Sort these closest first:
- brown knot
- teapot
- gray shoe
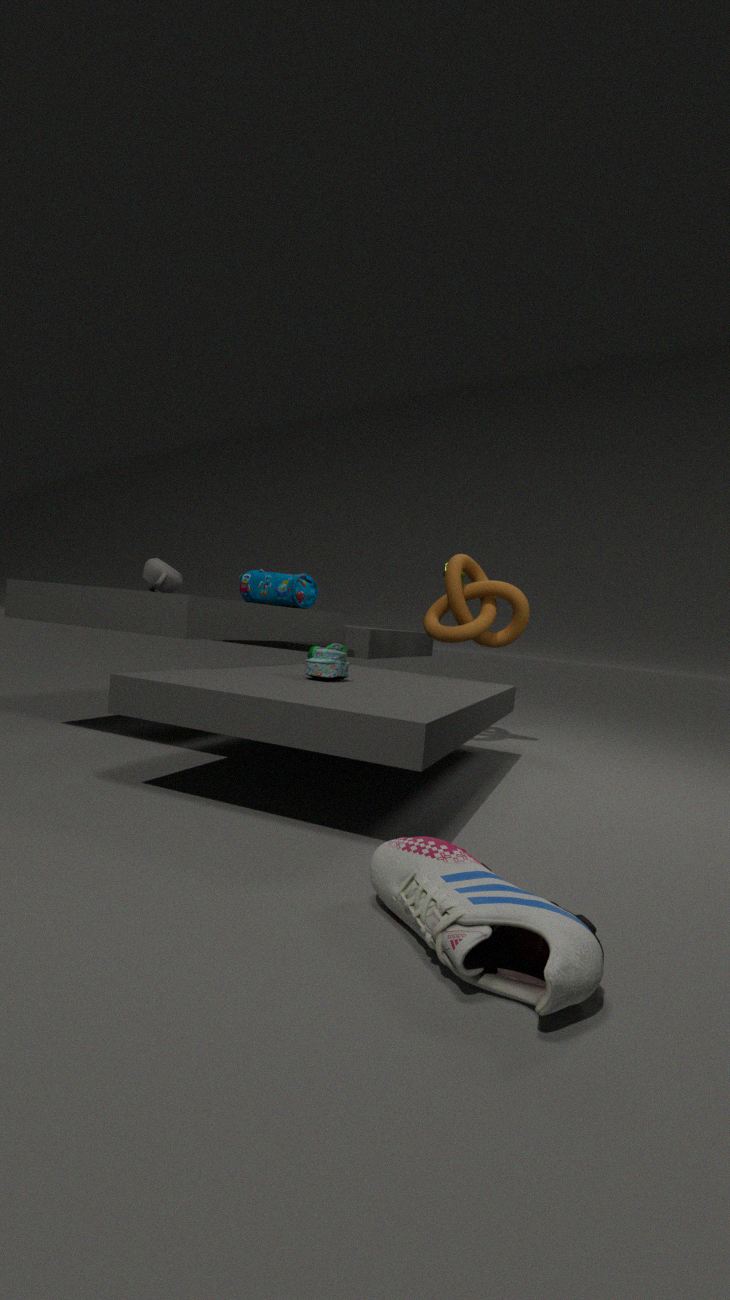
gray shoe < teapot < brown knot
